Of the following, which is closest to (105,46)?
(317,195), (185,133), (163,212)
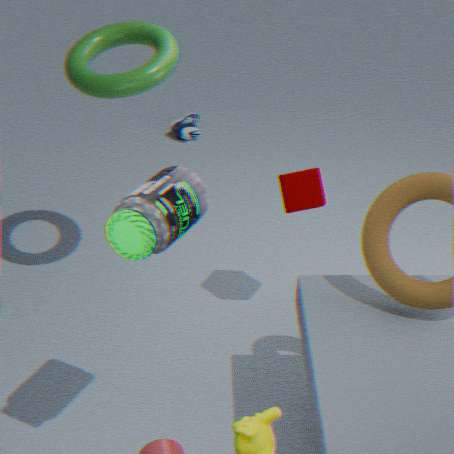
(317,195)
